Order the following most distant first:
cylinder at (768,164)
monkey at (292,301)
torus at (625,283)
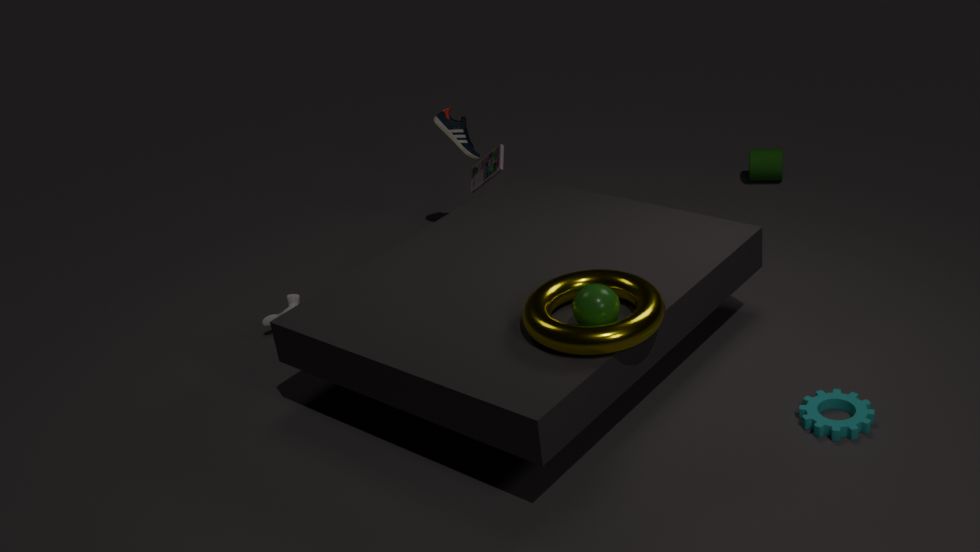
cylinder at (768,164) < monkey at (292,301) < torus at (625,283)
